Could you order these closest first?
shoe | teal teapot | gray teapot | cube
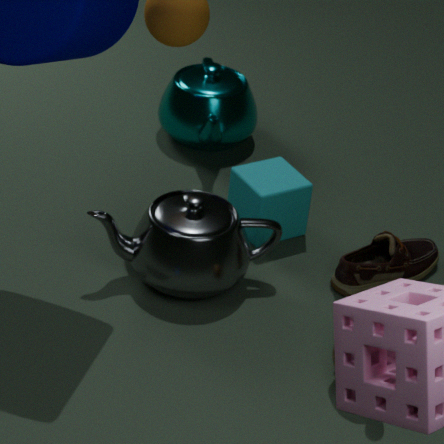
gray teapot → shoe → cube → teal teapot
